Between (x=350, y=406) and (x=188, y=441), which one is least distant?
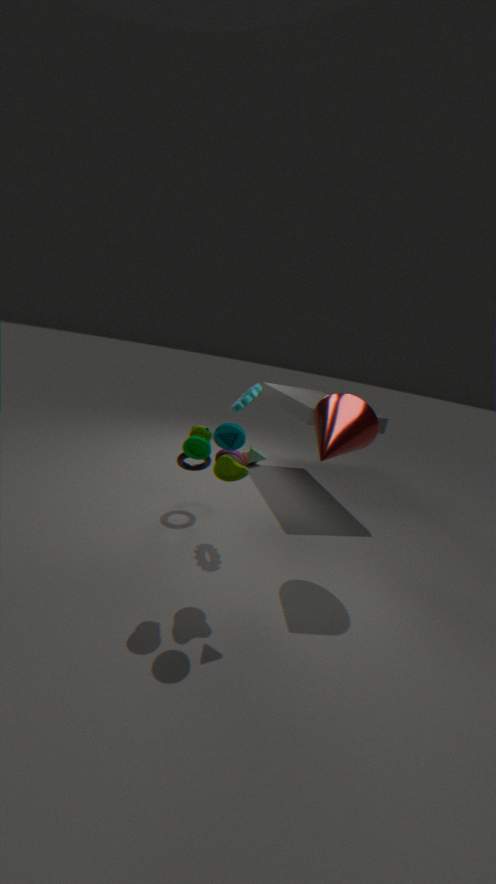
(x=188, y=441)
